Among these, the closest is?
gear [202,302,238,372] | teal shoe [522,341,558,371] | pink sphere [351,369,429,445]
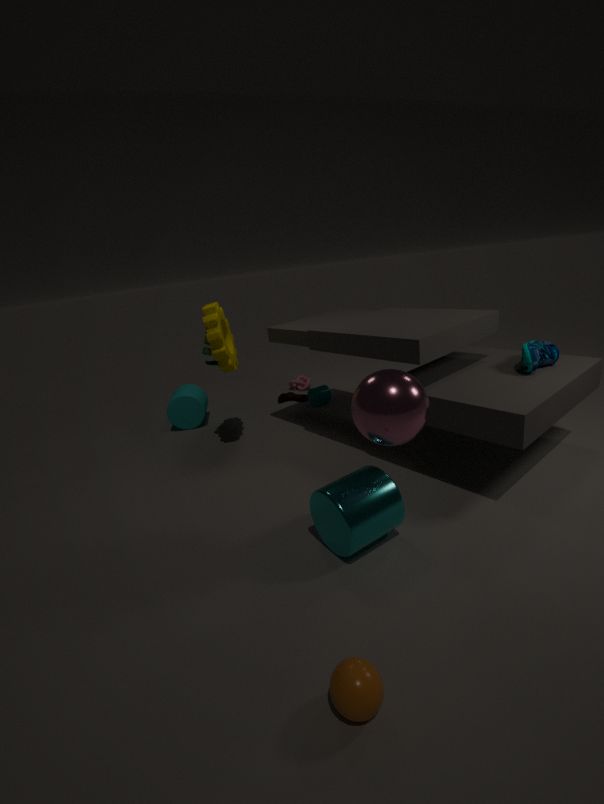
pink sphere [351,369,429,445]
